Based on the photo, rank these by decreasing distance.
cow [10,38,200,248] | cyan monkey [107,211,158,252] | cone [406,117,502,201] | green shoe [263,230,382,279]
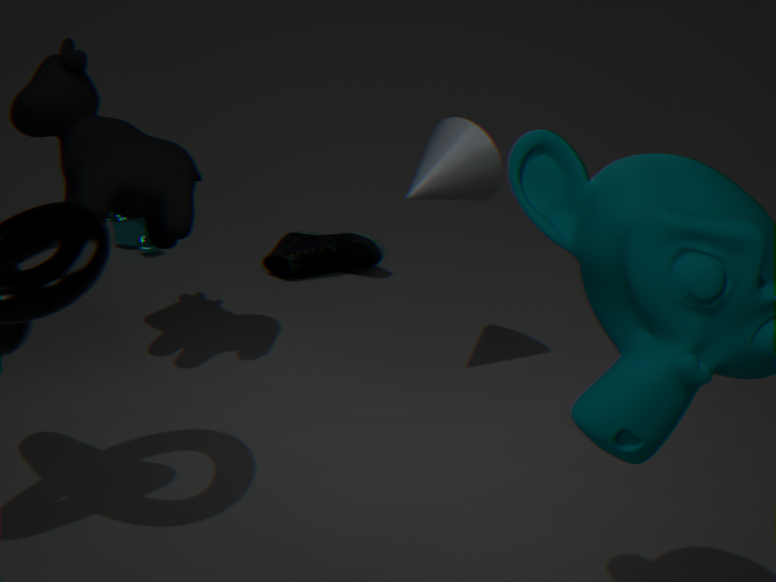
cyan monkey [107,211,158,252] → green shoe [263,230,382,279] → cone [406,117,502,201] → cow [10,38,200,248]
